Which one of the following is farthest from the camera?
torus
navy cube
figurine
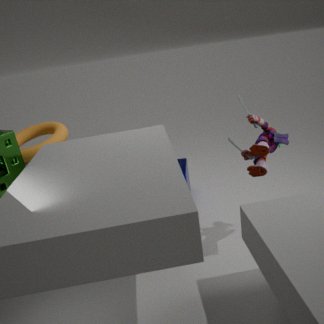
navy cube
